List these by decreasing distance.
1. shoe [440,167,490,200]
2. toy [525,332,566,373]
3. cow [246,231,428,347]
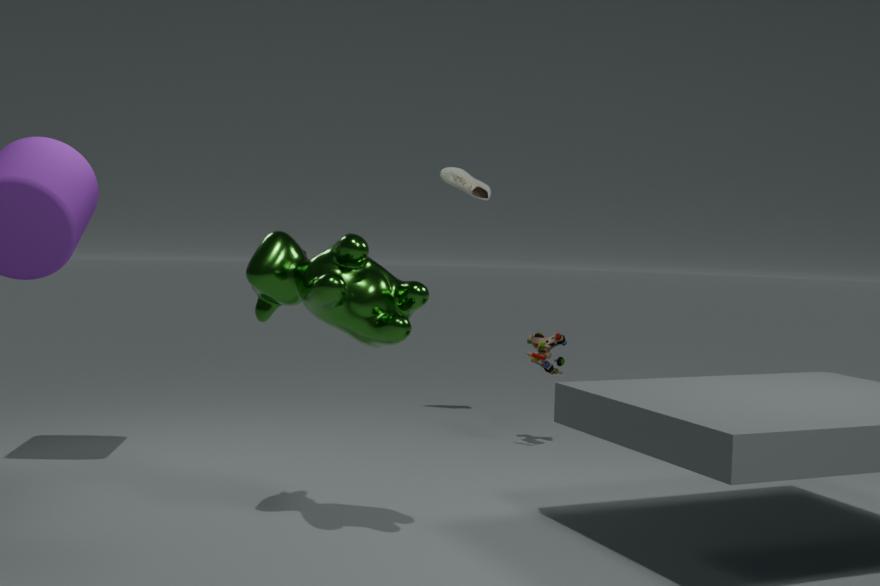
shoe [440,167,490,200]
toy [525,332,566,373]
cow [246,231,428,347]
